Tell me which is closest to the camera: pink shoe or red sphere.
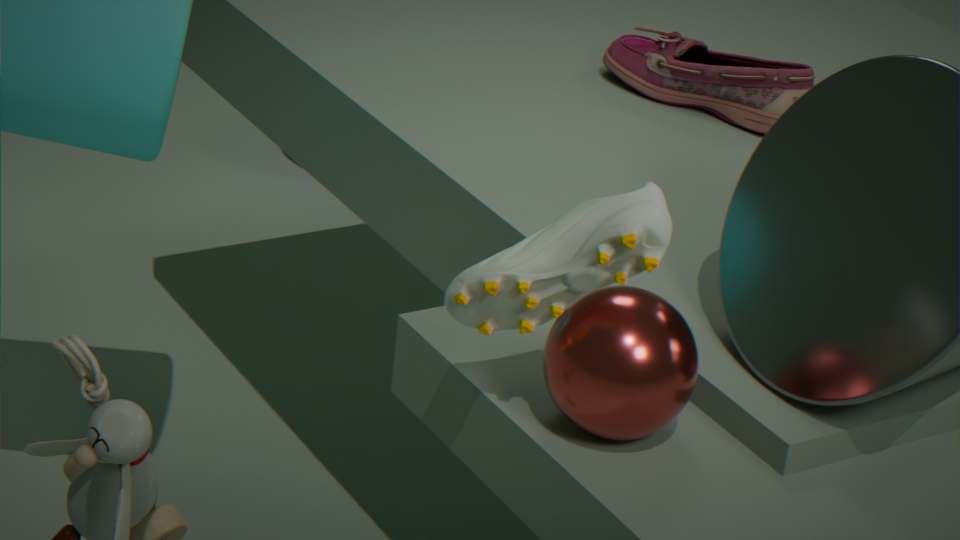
red sphere
